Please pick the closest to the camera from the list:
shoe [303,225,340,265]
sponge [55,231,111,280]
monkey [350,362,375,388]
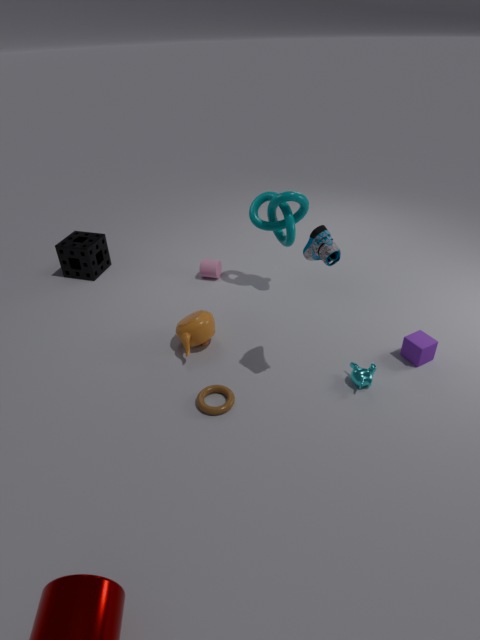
shoe [303,225,340,265]
